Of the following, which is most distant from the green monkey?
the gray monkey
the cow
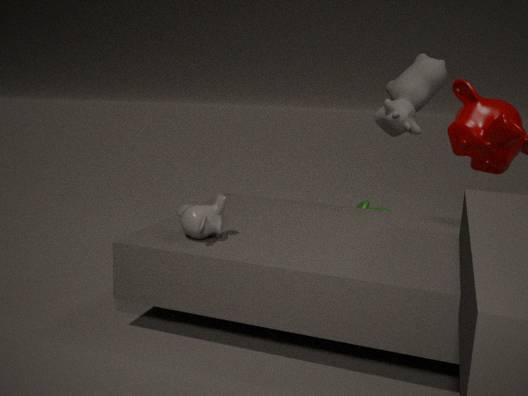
the gray monkey
